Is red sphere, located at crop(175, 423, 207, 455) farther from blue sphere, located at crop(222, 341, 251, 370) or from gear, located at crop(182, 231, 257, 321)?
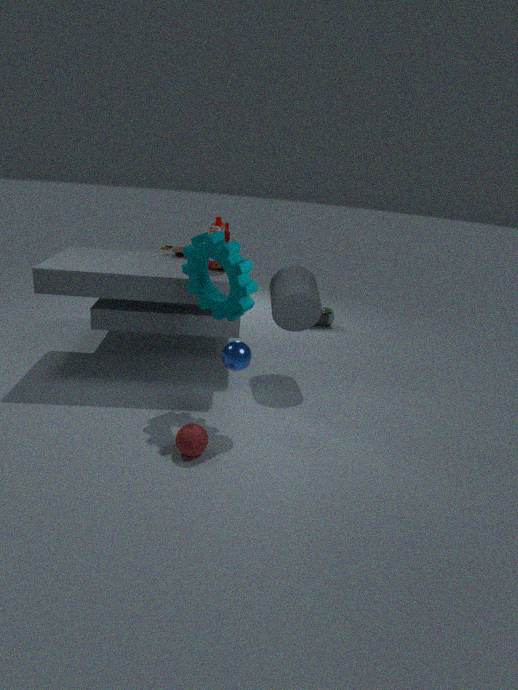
gear, located at crop(182, 231, 257, 321)
